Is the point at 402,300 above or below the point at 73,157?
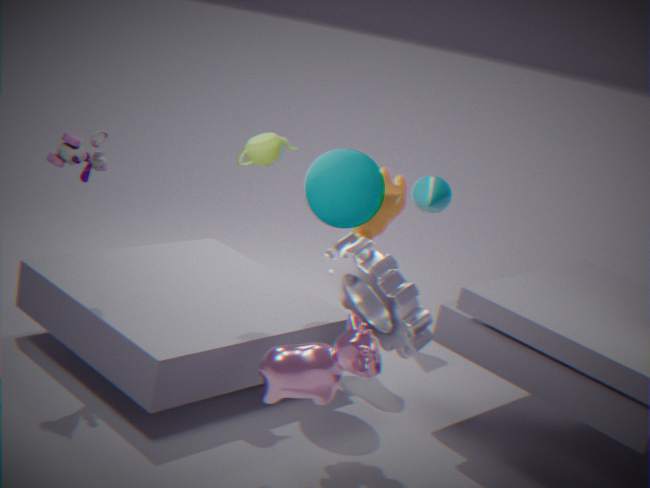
below
